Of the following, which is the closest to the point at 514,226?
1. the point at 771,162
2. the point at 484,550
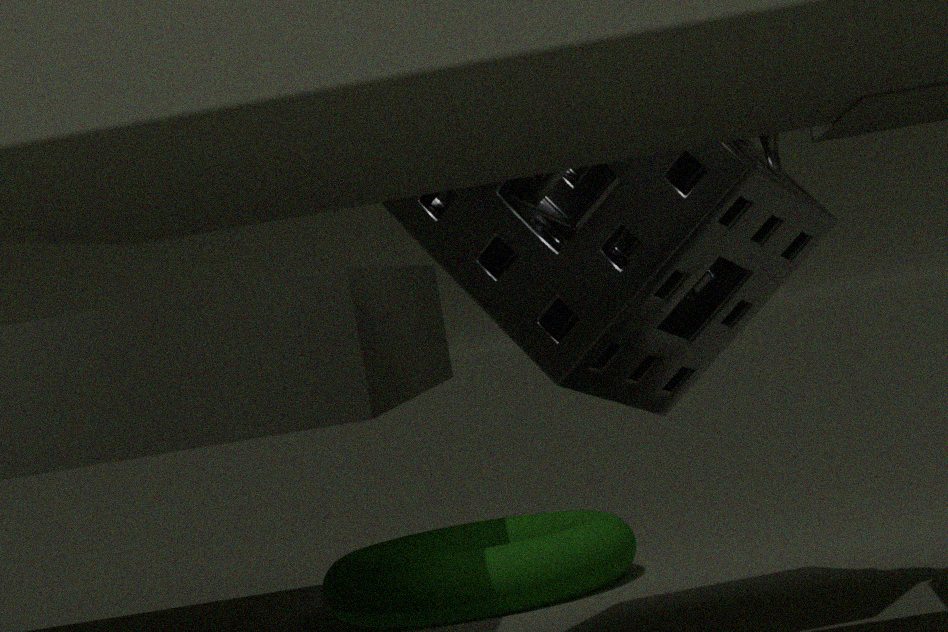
the point at 771,162
